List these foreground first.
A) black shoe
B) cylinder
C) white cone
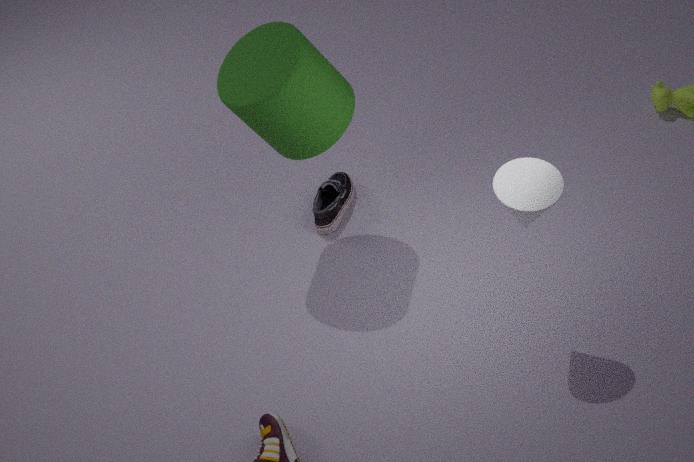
1. white cone
2. cylinder
3. black shoe
